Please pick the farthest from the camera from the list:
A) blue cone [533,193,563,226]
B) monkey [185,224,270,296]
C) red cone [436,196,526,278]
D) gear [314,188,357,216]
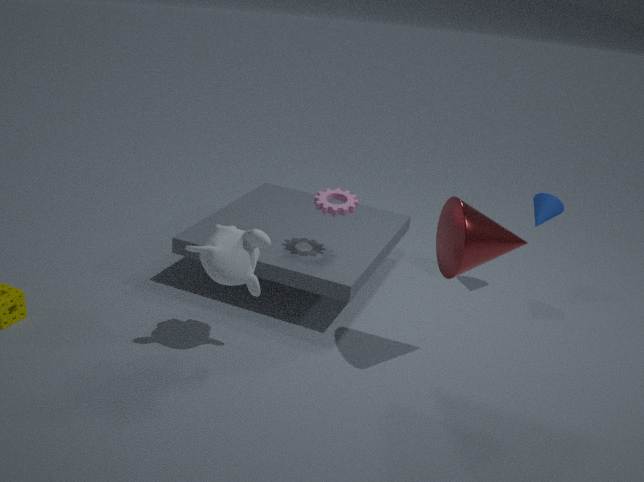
blue cone [533,193,563,226]
